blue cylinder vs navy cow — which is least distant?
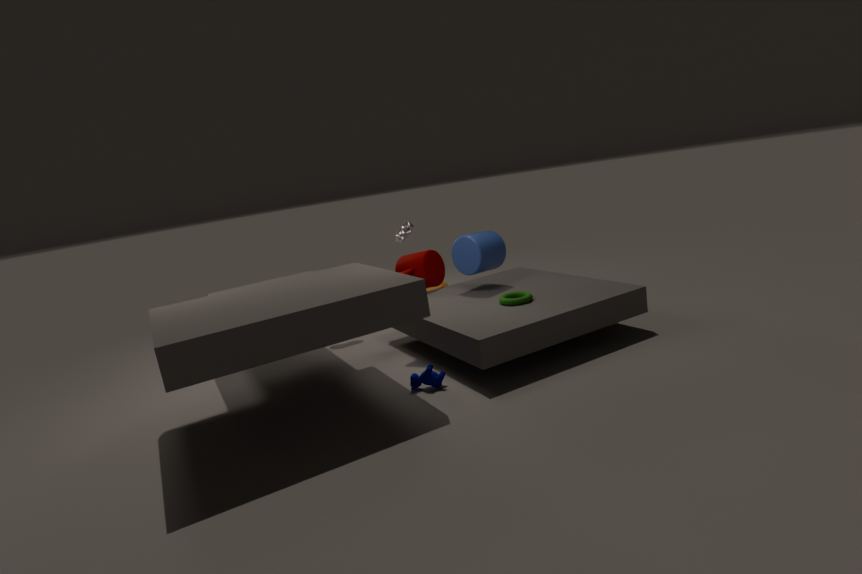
navy cow
